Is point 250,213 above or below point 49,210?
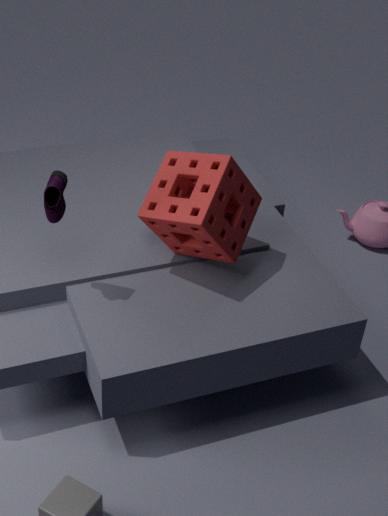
below
